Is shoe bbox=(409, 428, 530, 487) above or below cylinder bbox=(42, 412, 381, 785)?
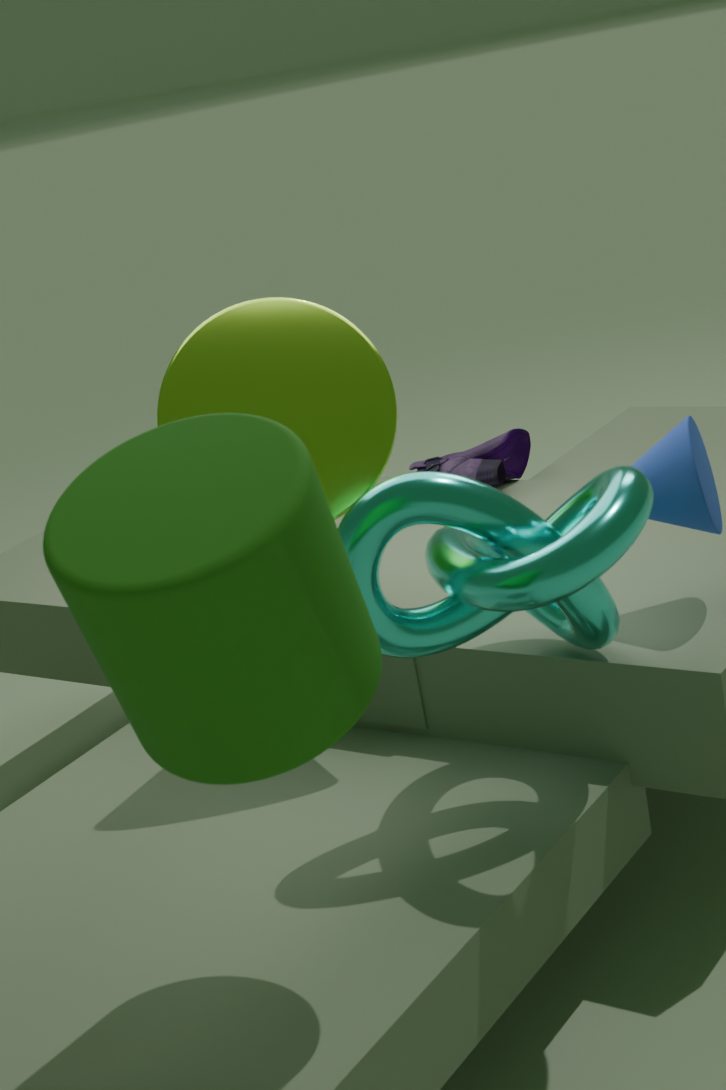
below
